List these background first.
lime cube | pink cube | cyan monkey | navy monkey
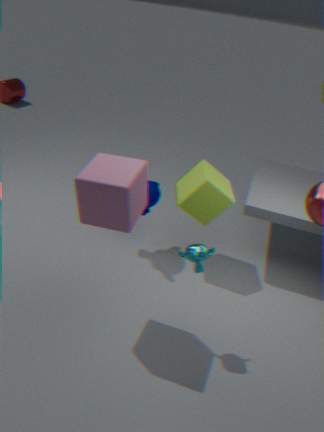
navy monkey < lime cube < cyan monkey < pink cube
